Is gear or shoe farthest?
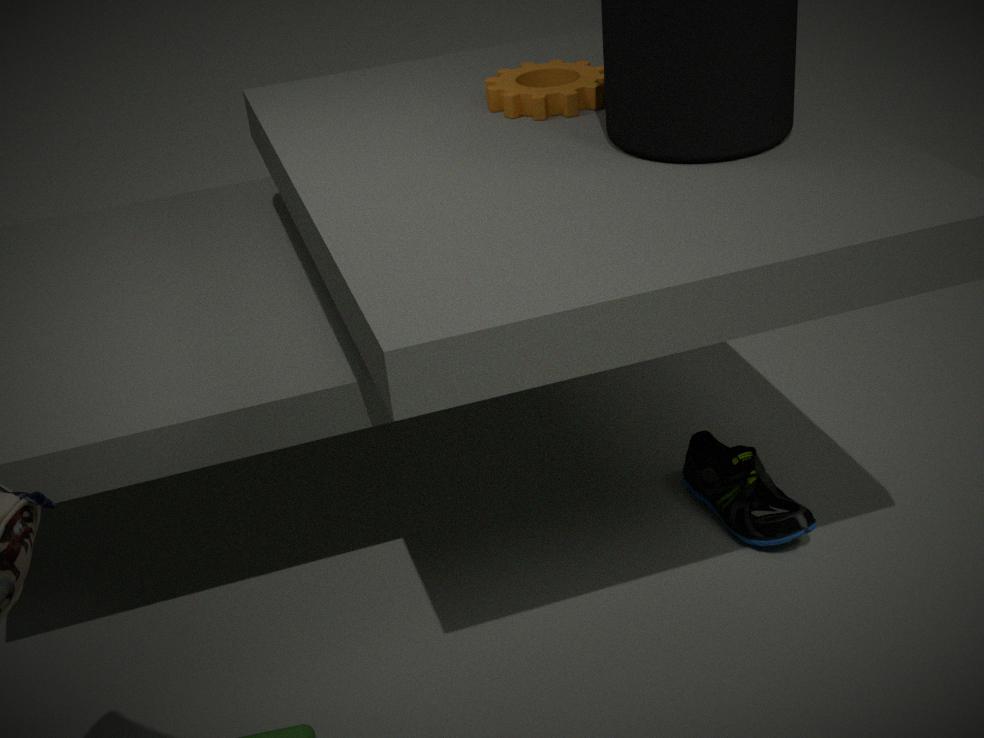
shoe
